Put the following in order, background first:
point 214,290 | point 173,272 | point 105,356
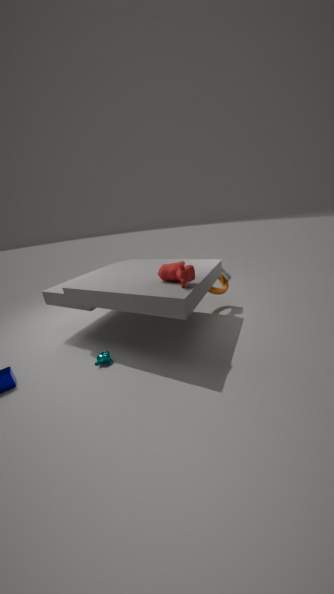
1. point 214,290
2. point 105,356
3. point 173,272
